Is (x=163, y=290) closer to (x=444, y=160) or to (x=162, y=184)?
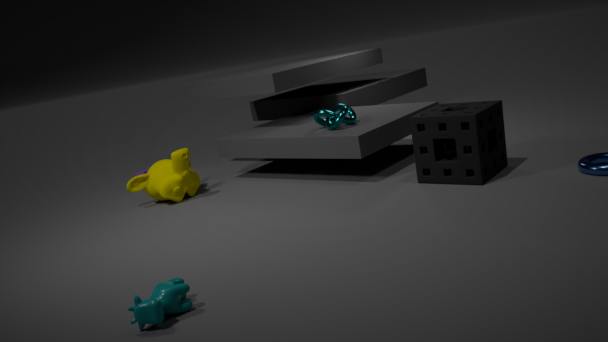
(x=162, y=184)
